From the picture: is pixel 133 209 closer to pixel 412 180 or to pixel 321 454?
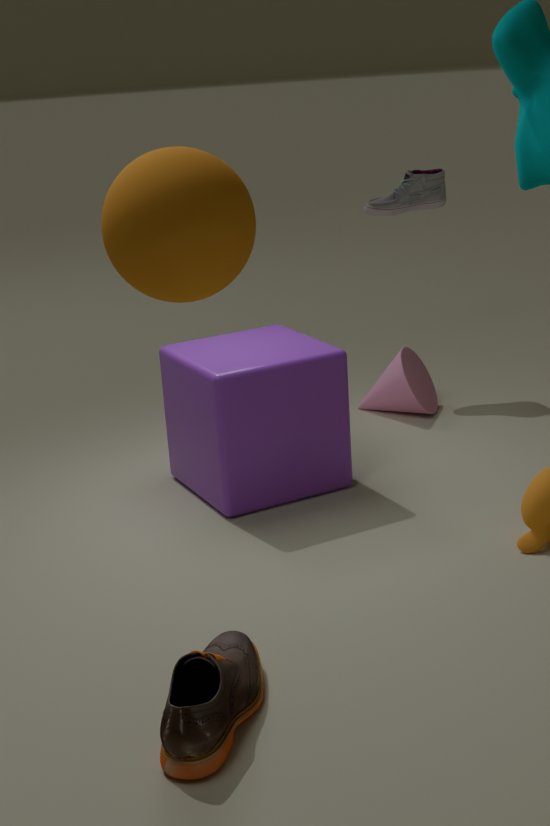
pixel 321 454
